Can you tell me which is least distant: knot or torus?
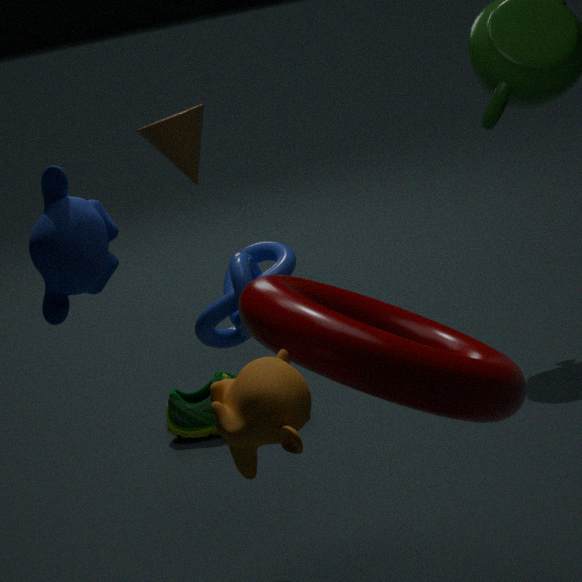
torus
